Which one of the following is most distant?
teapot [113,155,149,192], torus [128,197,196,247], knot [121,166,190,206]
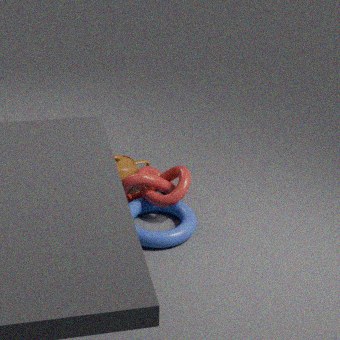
teapot [113,155,149,192]
